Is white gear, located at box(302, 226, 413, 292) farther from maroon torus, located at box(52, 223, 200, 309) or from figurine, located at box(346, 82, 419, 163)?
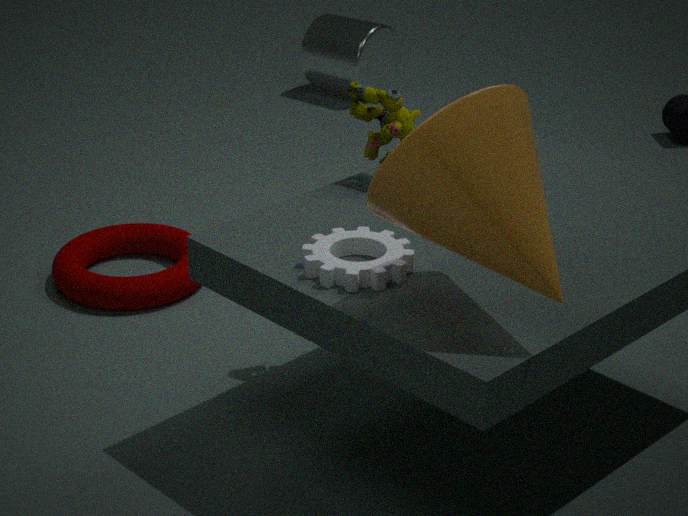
maroon torus, located at box(52, 223, 200, 309)
